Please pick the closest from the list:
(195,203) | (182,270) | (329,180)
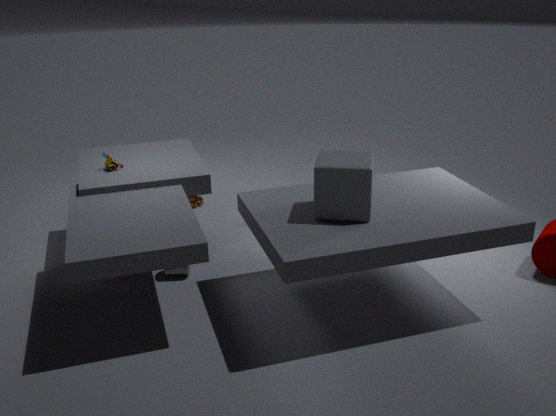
(329,180)
